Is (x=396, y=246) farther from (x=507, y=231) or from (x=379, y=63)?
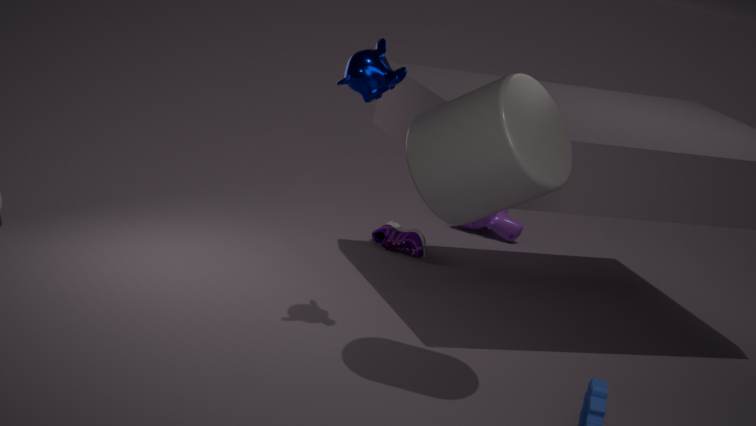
(x=379, y=63)
